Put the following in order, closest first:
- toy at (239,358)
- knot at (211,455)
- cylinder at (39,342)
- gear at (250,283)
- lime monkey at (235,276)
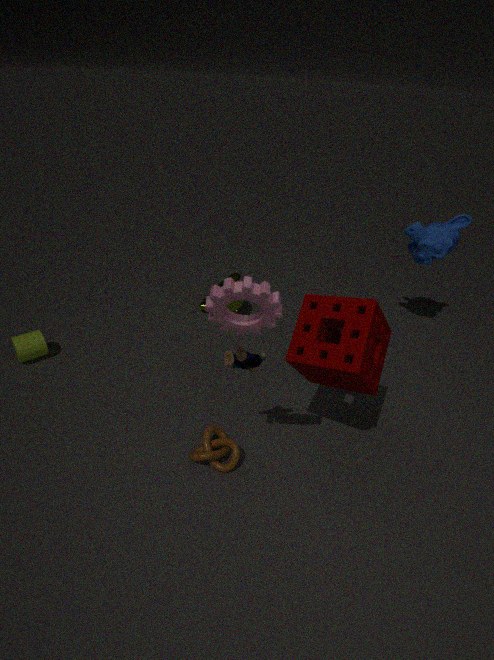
gear at (250,283), toy at (239,358), knot at (211,455), cylinder at (39,342), lime monkey at (235,276)
